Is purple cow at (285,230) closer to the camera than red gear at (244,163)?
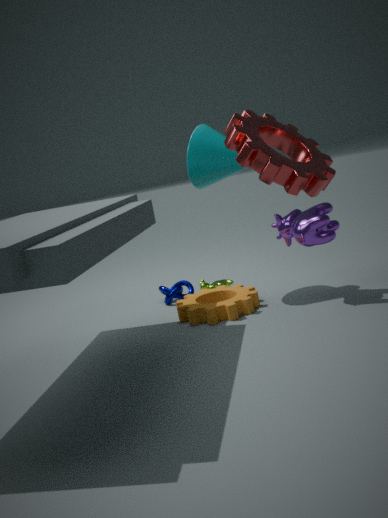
No
